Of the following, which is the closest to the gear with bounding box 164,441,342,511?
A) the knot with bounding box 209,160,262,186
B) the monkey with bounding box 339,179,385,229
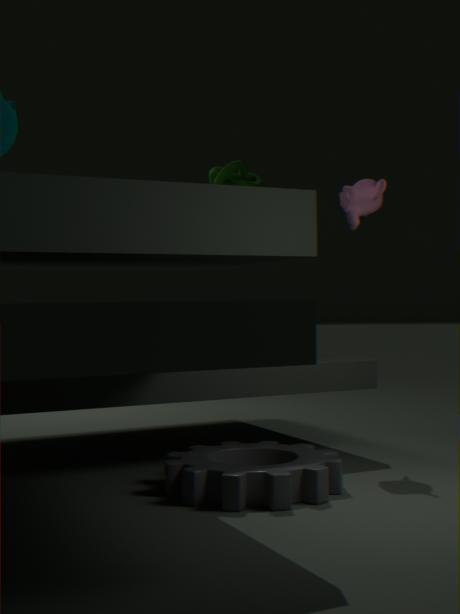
the monkey with bounding box 339,179,385,229
